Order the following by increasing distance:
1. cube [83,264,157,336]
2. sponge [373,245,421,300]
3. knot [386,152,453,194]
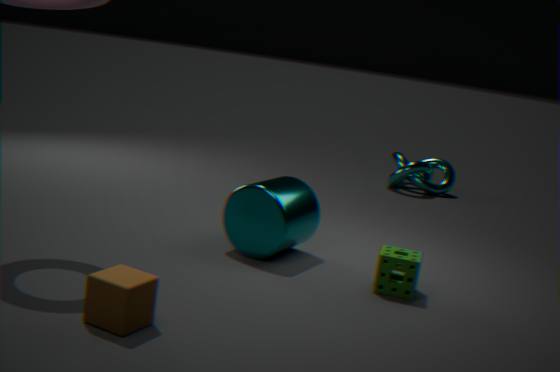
cube [83,264,157,336]
sponge [373,245,421,300]
knot [386,152,453,194]
